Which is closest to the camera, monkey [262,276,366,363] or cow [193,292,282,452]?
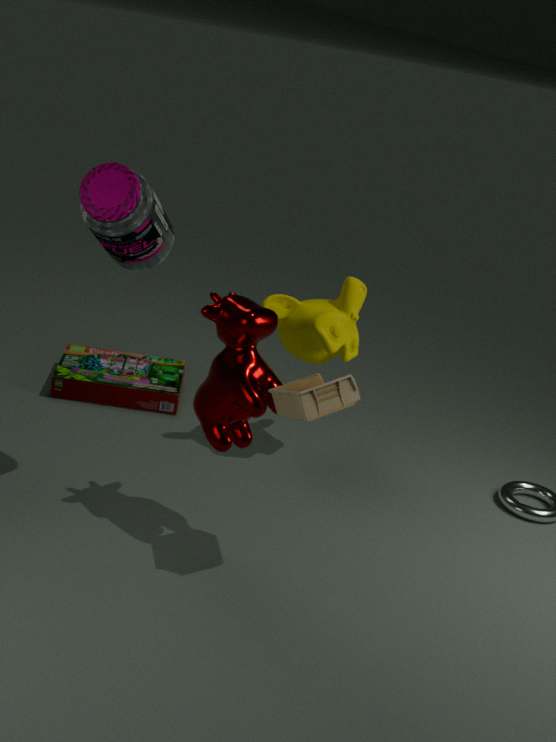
cow [193,292,282,452]
